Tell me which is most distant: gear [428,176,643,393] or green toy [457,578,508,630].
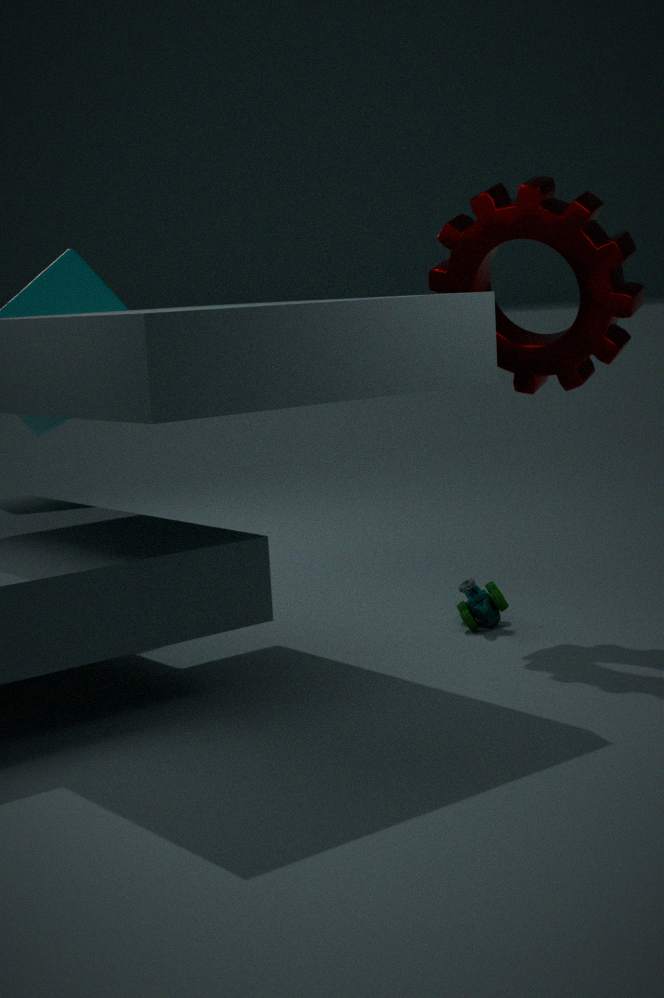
green toy [457,578,508,630]
